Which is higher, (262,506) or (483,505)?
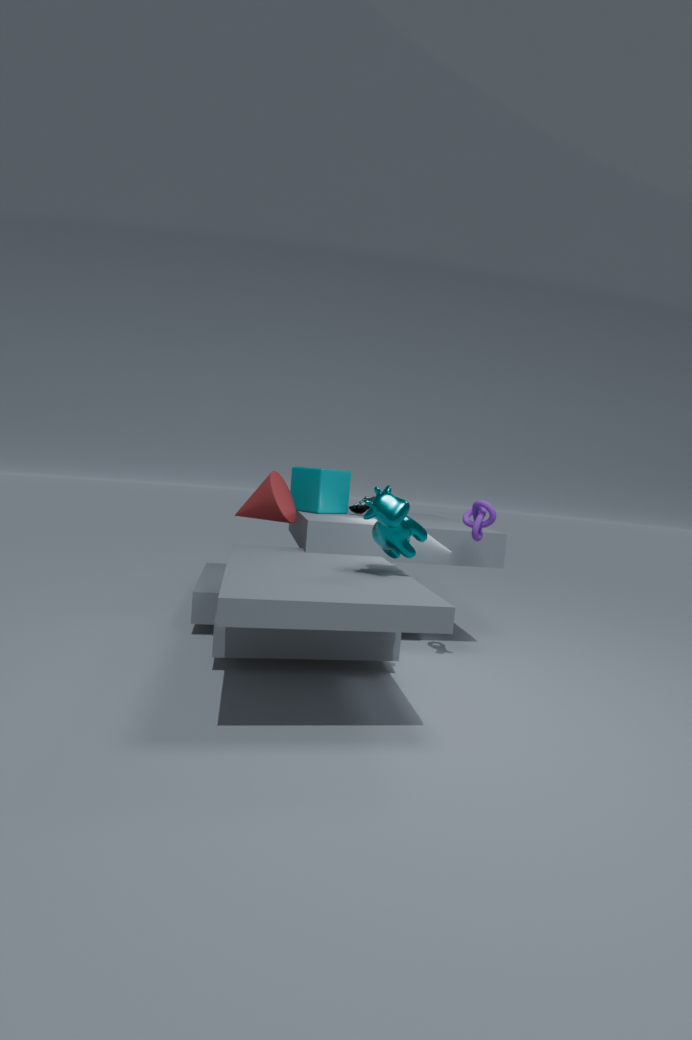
(483,505)
